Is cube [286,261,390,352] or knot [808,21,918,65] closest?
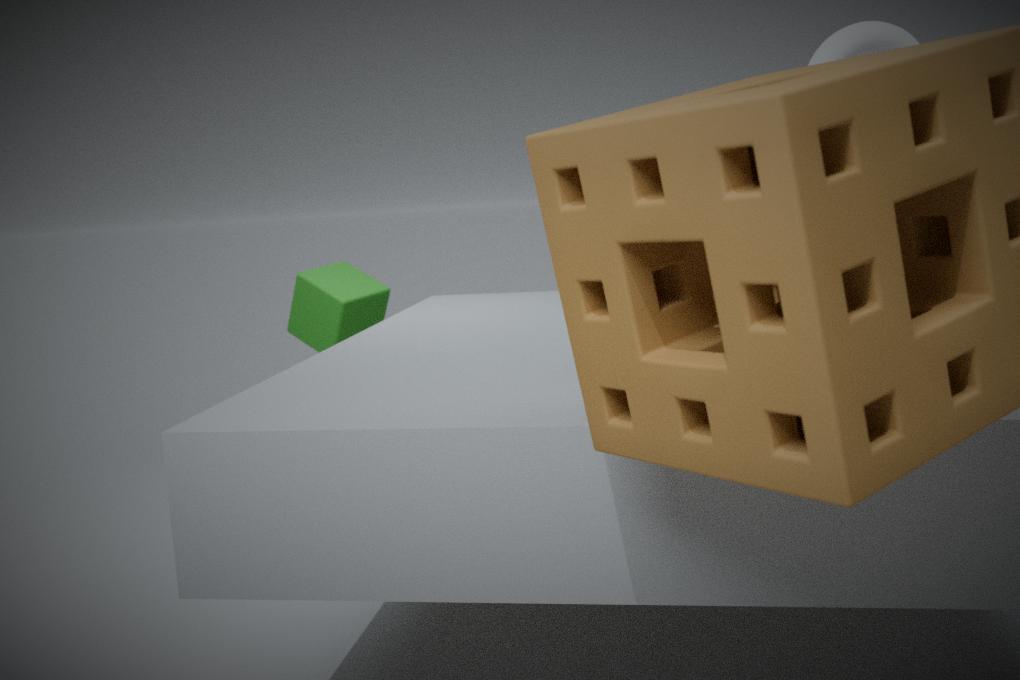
knot [808,21,918,65]
